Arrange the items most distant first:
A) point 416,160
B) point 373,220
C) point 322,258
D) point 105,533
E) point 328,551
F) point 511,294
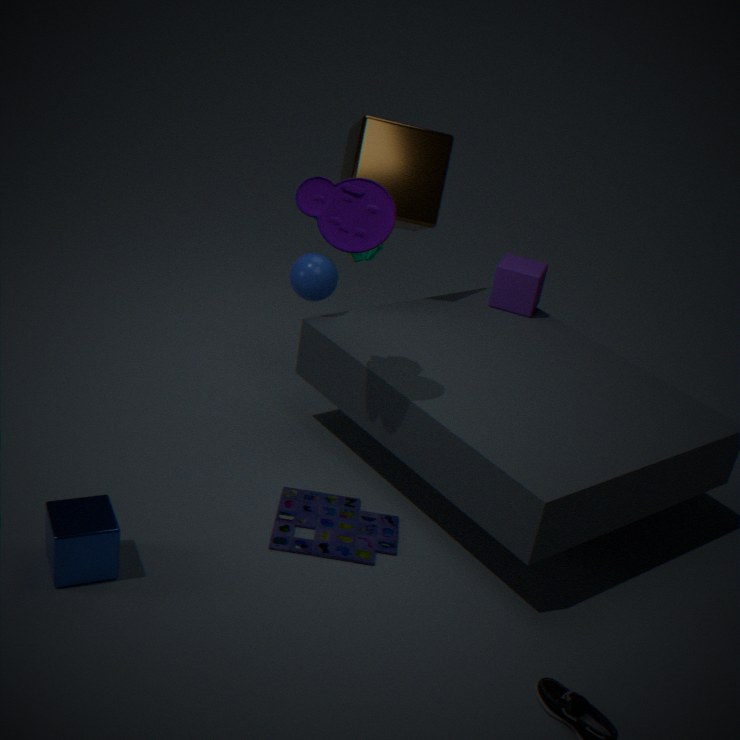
point 511,294
point 416,160
point 322,258
point 328,551
point 373,220
point 105,533
